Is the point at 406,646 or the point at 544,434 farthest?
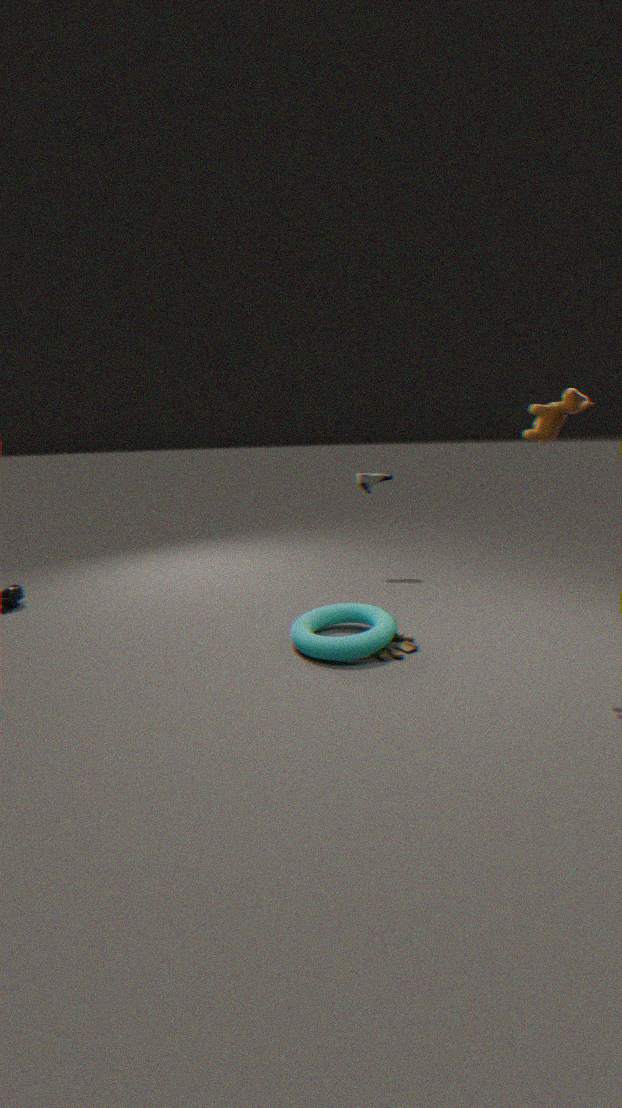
the point at 406,646
